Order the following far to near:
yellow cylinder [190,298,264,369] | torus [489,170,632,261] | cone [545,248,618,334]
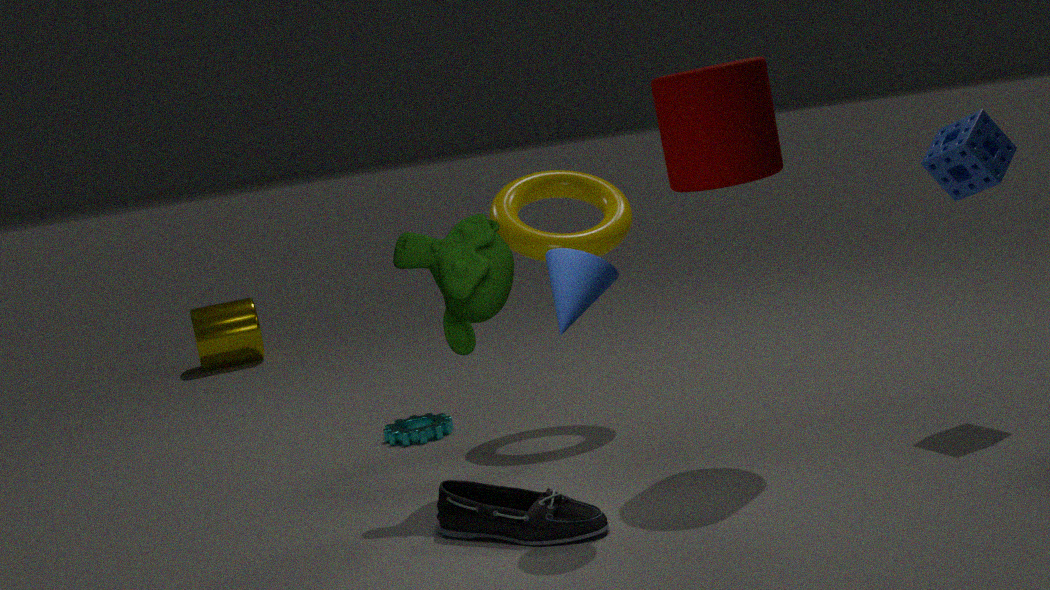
yellow cylinder [190,298,264,369] < torus [489,170,632,261] < cone [545,248,618,334]
